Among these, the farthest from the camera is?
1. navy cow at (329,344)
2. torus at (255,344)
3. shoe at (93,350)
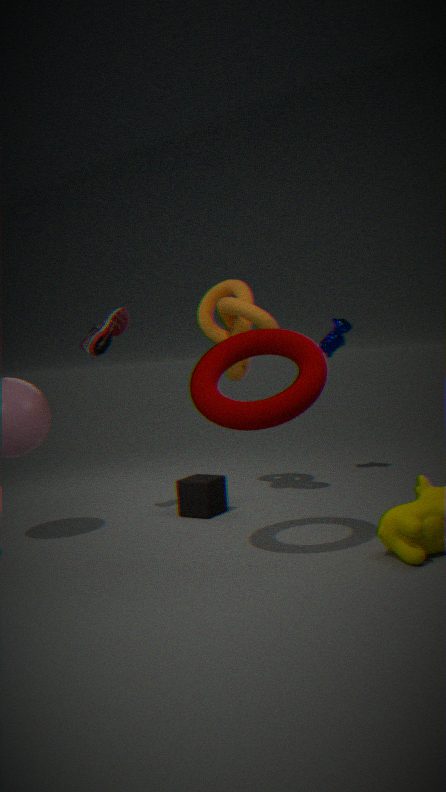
navy cow at (329,344)
